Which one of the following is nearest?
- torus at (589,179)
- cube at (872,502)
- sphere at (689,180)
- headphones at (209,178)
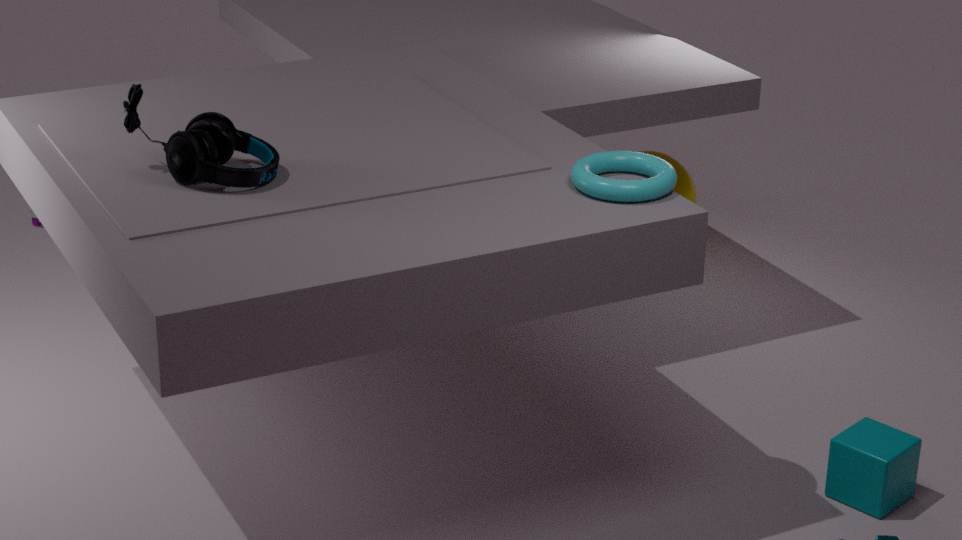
torus at (589,179)
